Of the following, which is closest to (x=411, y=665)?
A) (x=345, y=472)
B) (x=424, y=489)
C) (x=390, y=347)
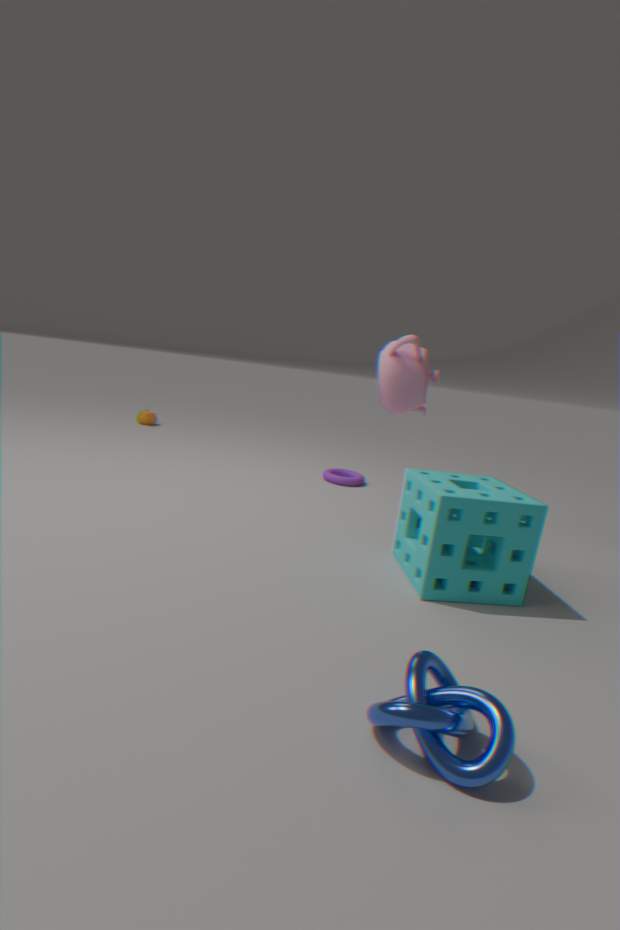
(x=424, y=489)
